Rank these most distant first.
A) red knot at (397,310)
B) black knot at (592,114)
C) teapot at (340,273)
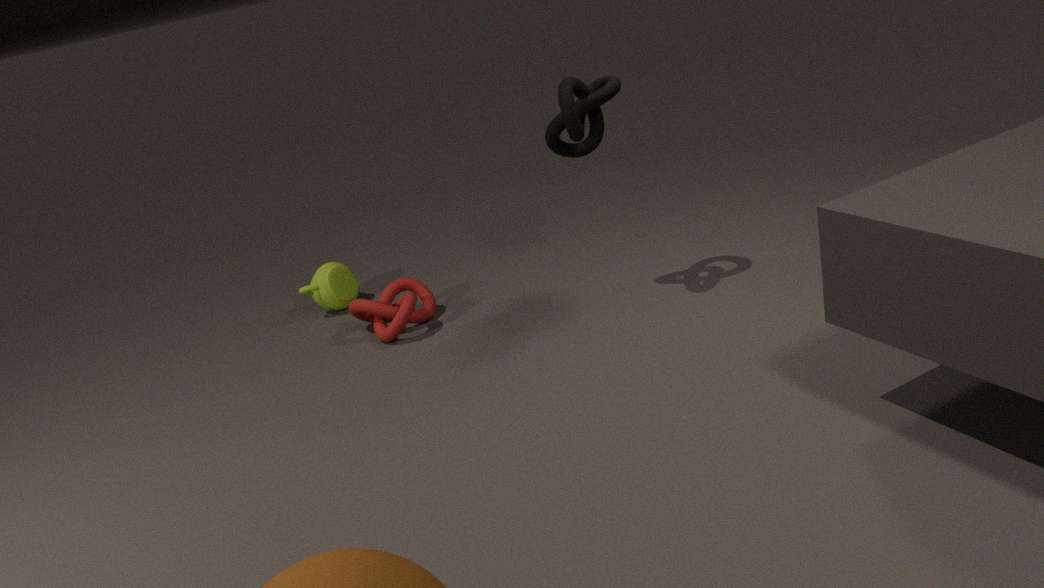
C. teapot at (340,273) < A. red knot at (397,310) < B. black knot at (592,114)
